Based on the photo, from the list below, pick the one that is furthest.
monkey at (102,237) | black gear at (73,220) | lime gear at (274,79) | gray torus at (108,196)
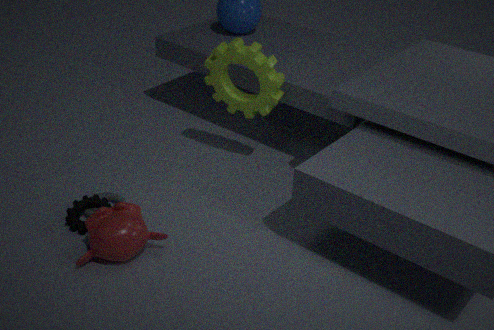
lime gear at (274,79)
